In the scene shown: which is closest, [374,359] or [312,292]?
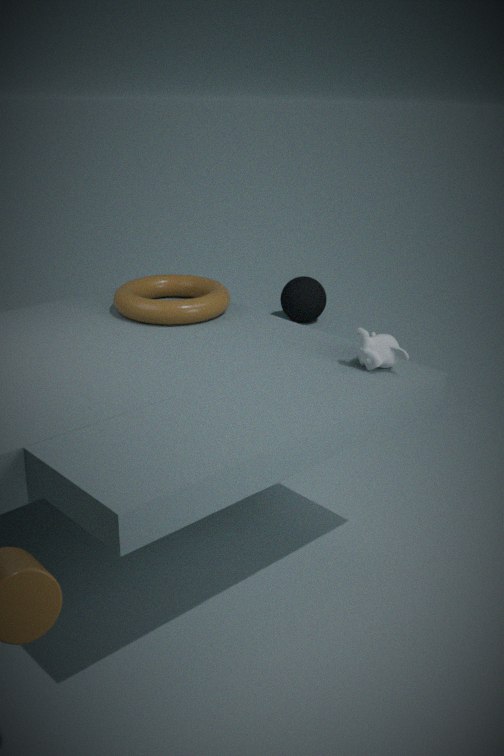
[374,359]
